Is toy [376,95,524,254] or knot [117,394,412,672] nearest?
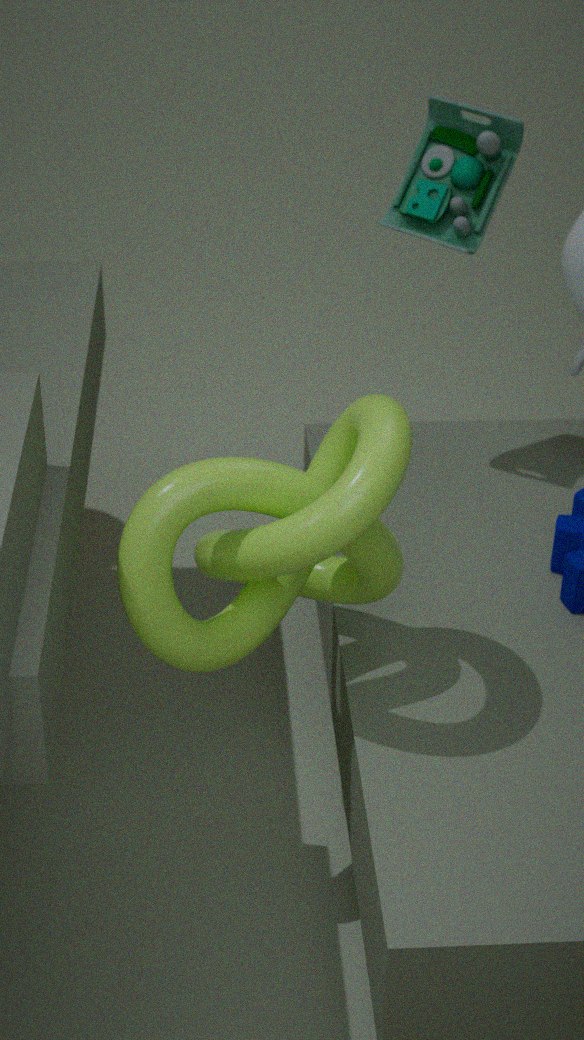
knot [117,394,412,672]
